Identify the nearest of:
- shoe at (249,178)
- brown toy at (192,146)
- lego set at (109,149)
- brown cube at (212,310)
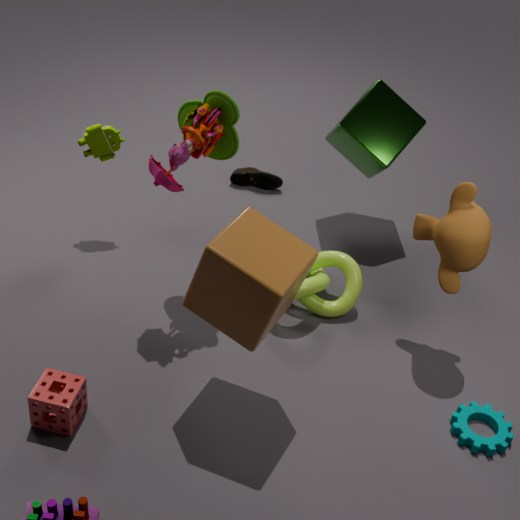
brown cube at (212,310)
